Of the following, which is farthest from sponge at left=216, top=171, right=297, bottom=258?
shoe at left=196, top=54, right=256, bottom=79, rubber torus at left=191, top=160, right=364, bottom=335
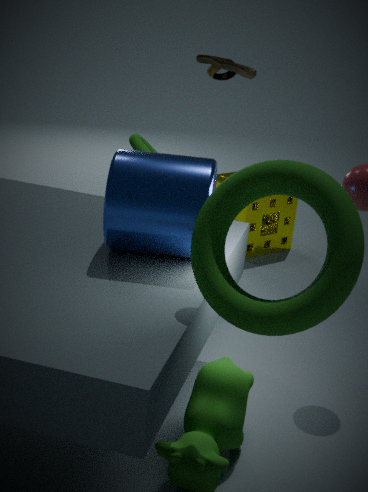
rubber torus at left=191, top=160, right=364, bottom=335
